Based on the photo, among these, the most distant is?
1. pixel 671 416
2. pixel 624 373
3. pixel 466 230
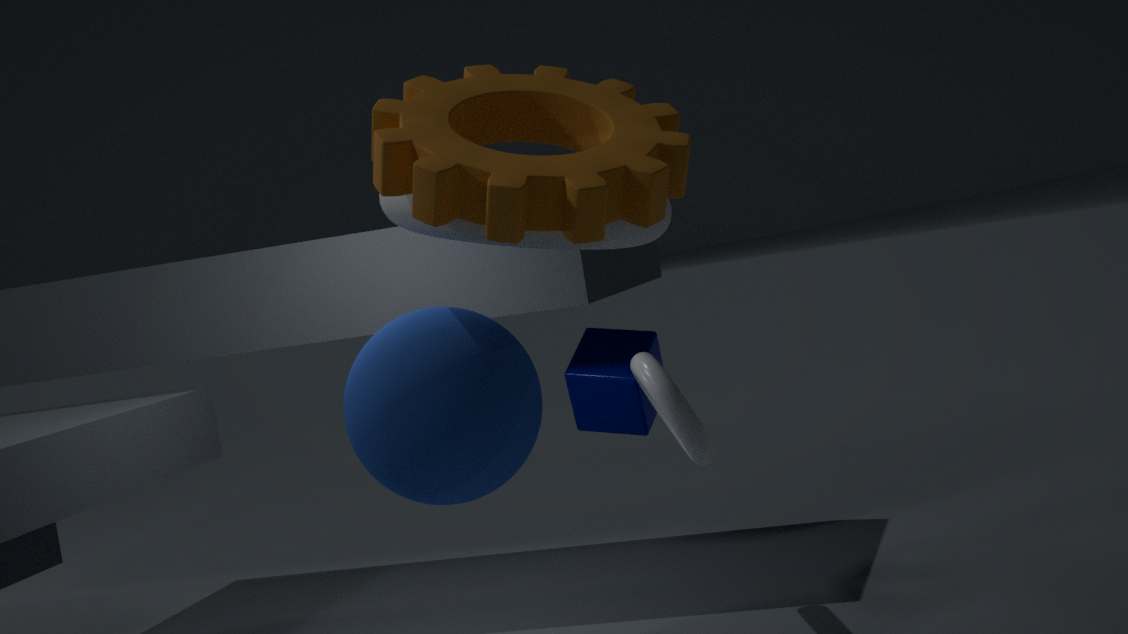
pixel 624 373
